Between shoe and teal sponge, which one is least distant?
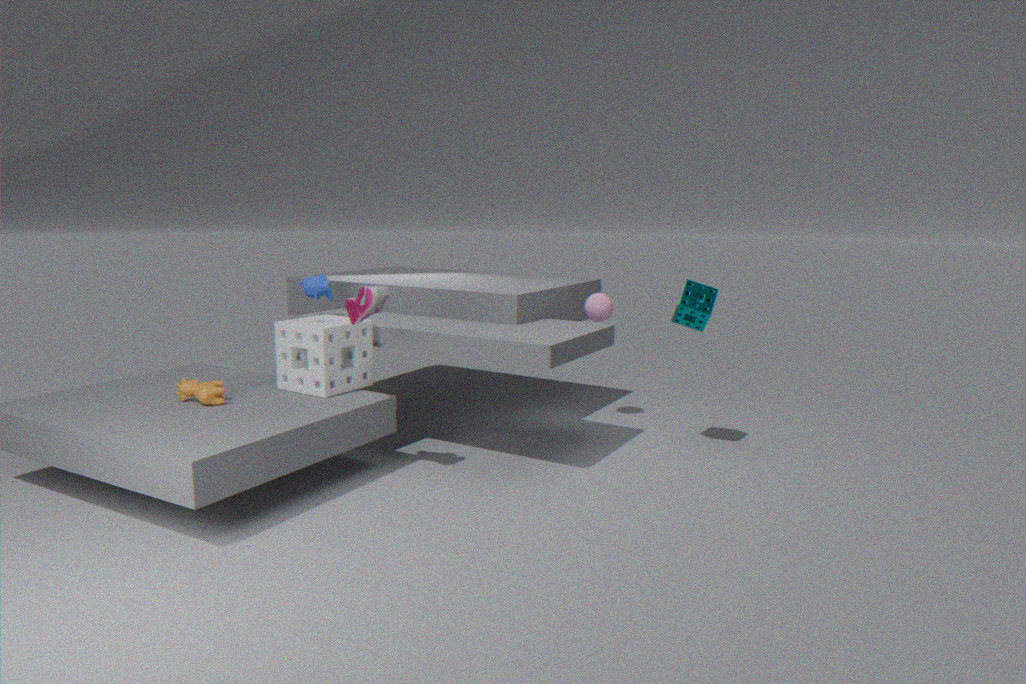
shoe
